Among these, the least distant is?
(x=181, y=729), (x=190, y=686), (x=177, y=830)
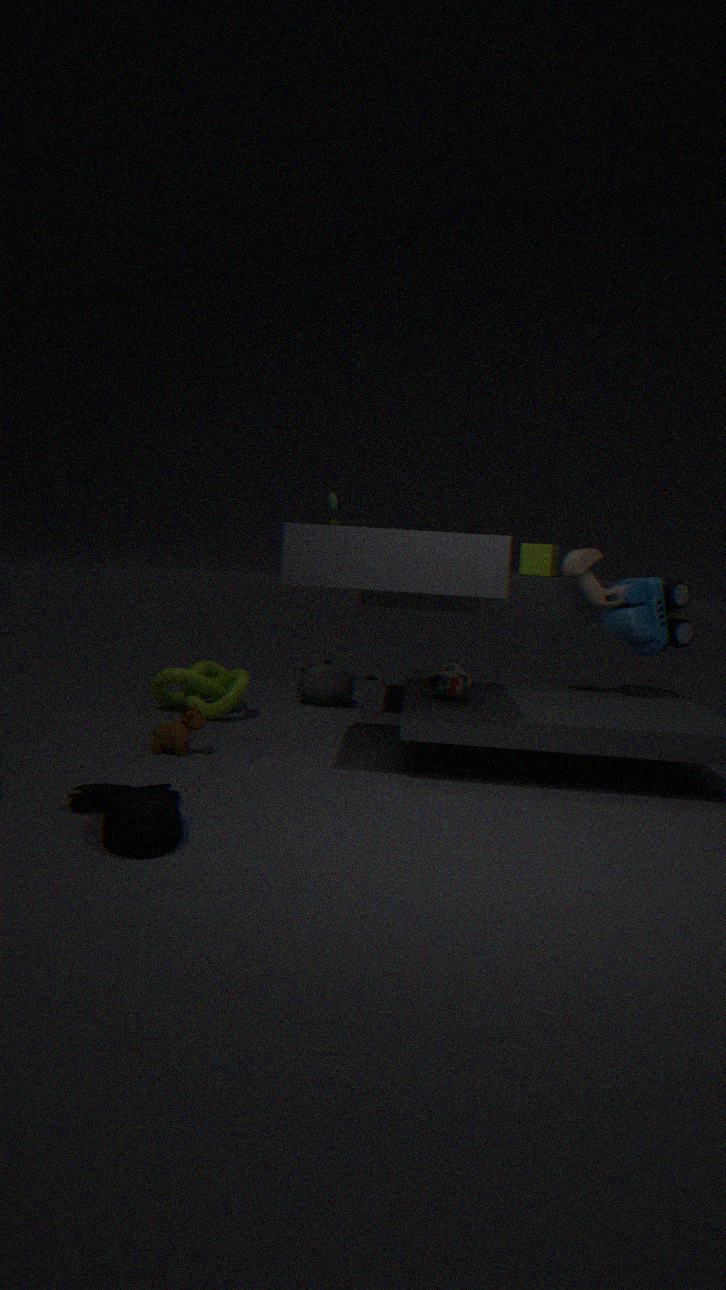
(x=177, y=830)
